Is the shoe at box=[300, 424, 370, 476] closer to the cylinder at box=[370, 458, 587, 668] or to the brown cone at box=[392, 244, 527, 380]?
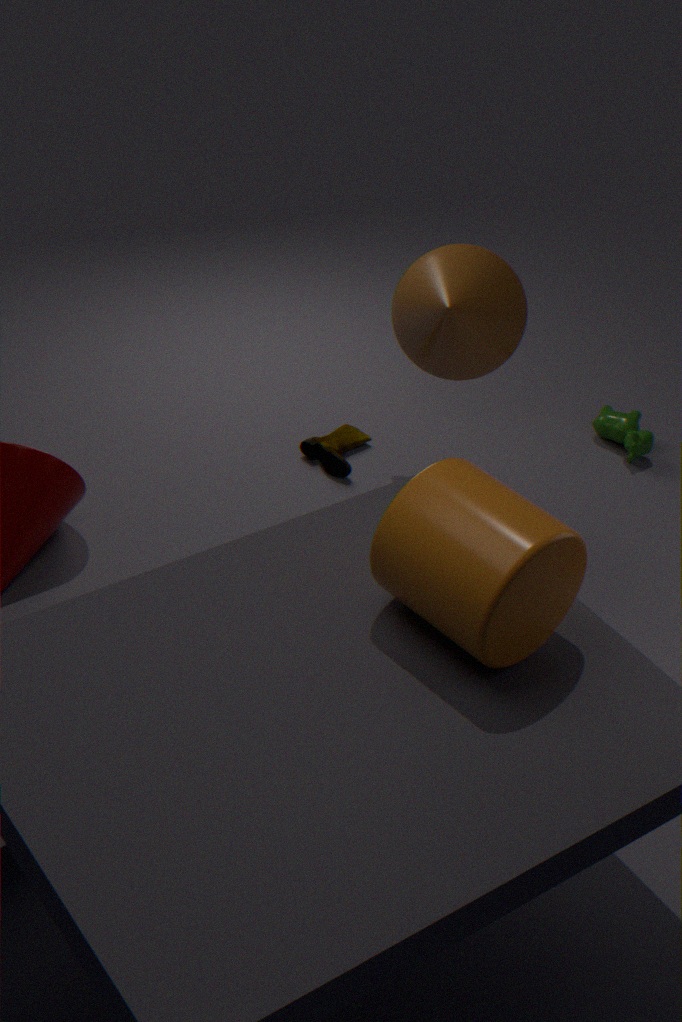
the brown cone at box=[392, 244, 527, 380]
